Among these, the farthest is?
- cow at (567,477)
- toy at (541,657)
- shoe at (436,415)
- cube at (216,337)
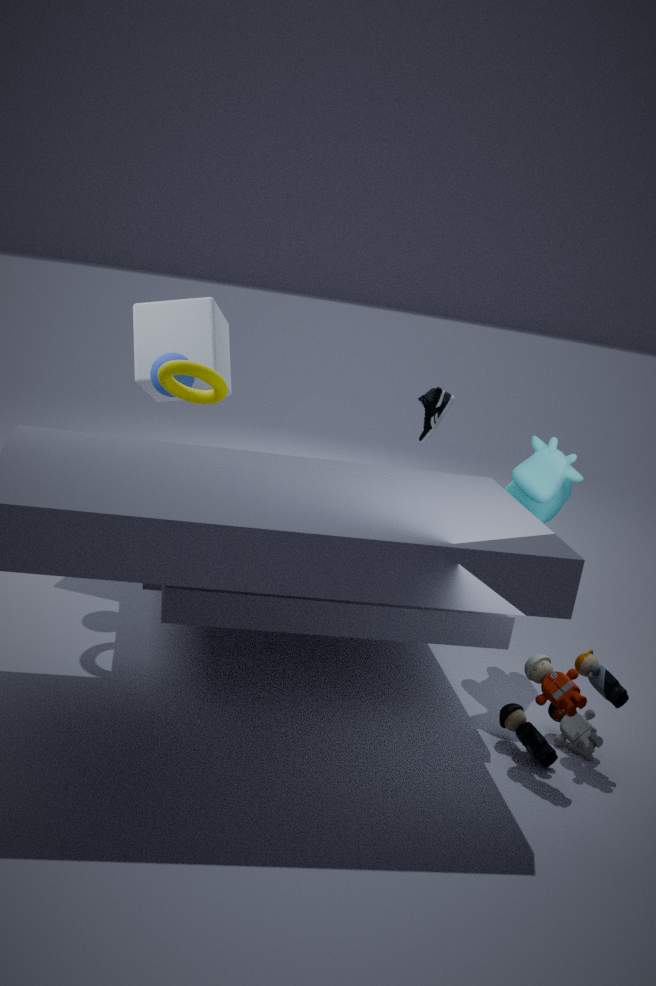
shoe at (436,415)
